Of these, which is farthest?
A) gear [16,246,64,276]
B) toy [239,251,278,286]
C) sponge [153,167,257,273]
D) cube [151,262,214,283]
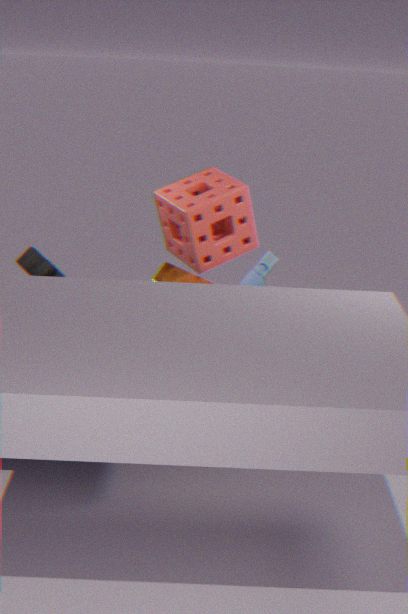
sponge [153,167,257,273]
